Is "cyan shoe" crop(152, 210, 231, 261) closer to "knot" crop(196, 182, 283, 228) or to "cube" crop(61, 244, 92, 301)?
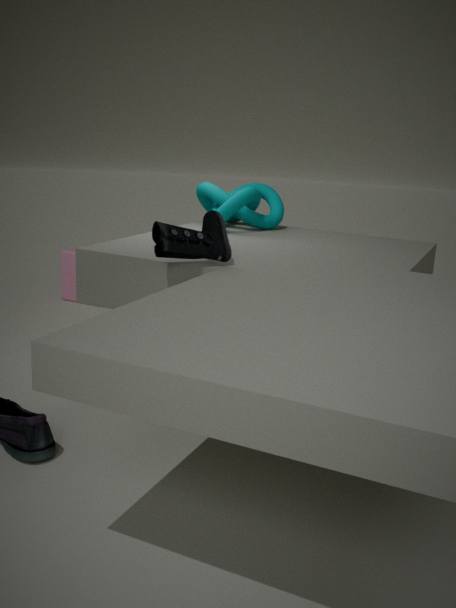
"knot" crop(196, 182, 283, 228)
